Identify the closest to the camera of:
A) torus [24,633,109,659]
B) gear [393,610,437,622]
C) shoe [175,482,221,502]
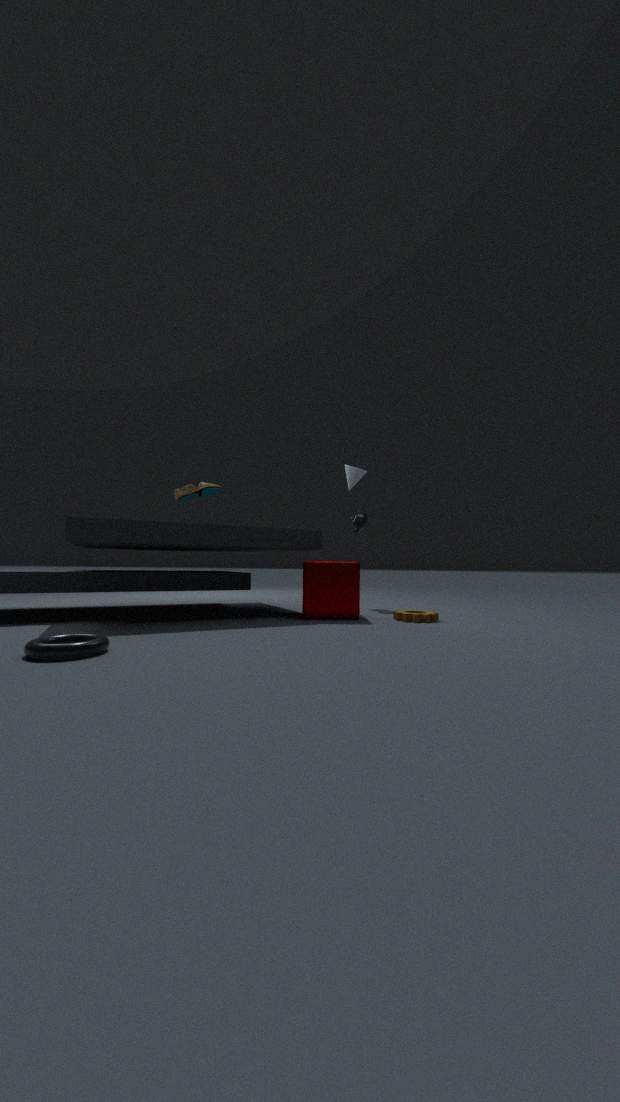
torus [24,633,109,659]
